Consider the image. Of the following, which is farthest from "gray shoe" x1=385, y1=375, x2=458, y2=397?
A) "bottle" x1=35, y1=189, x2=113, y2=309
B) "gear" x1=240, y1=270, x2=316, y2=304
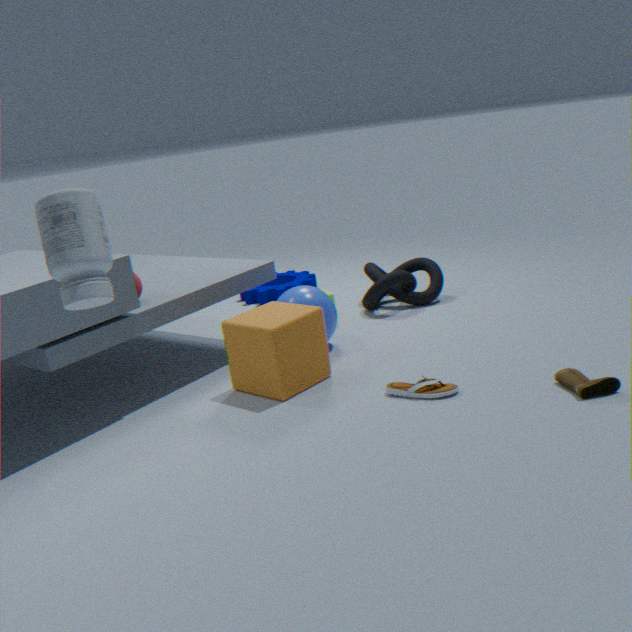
"gear" x1=240, y1=270, x2=316, y2=304
